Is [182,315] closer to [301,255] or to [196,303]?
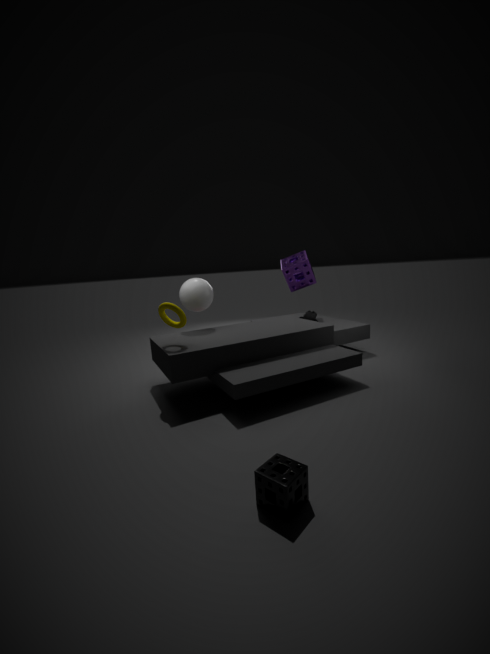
[196,303]
